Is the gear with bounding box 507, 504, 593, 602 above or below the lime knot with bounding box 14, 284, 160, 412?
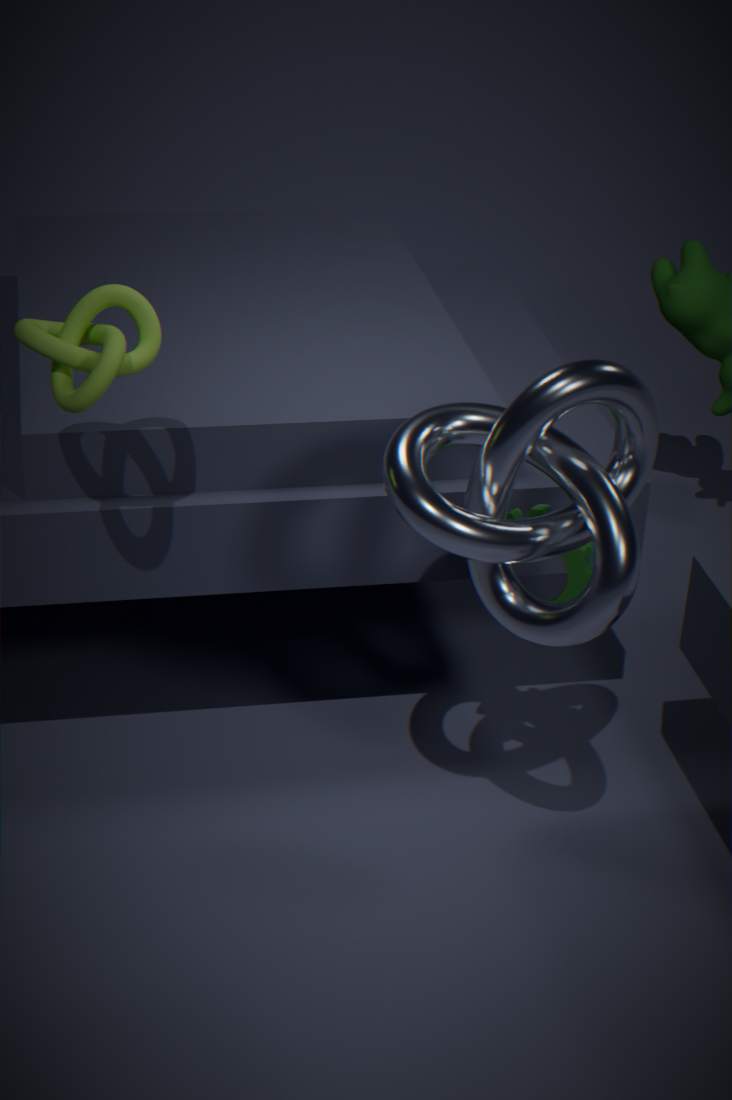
below
